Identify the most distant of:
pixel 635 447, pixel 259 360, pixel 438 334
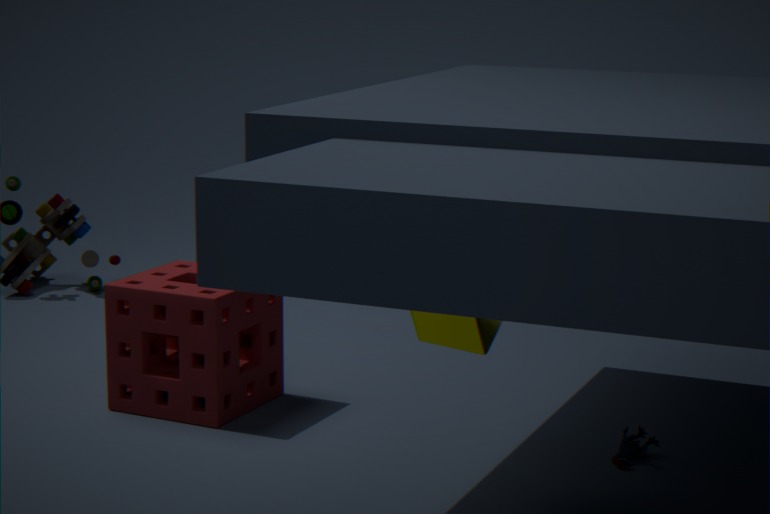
pixel 259 360
